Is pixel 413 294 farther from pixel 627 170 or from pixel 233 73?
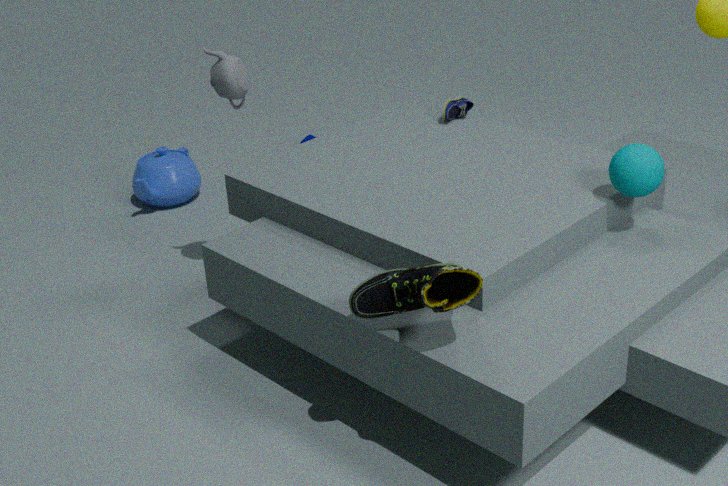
pixel 233 73
